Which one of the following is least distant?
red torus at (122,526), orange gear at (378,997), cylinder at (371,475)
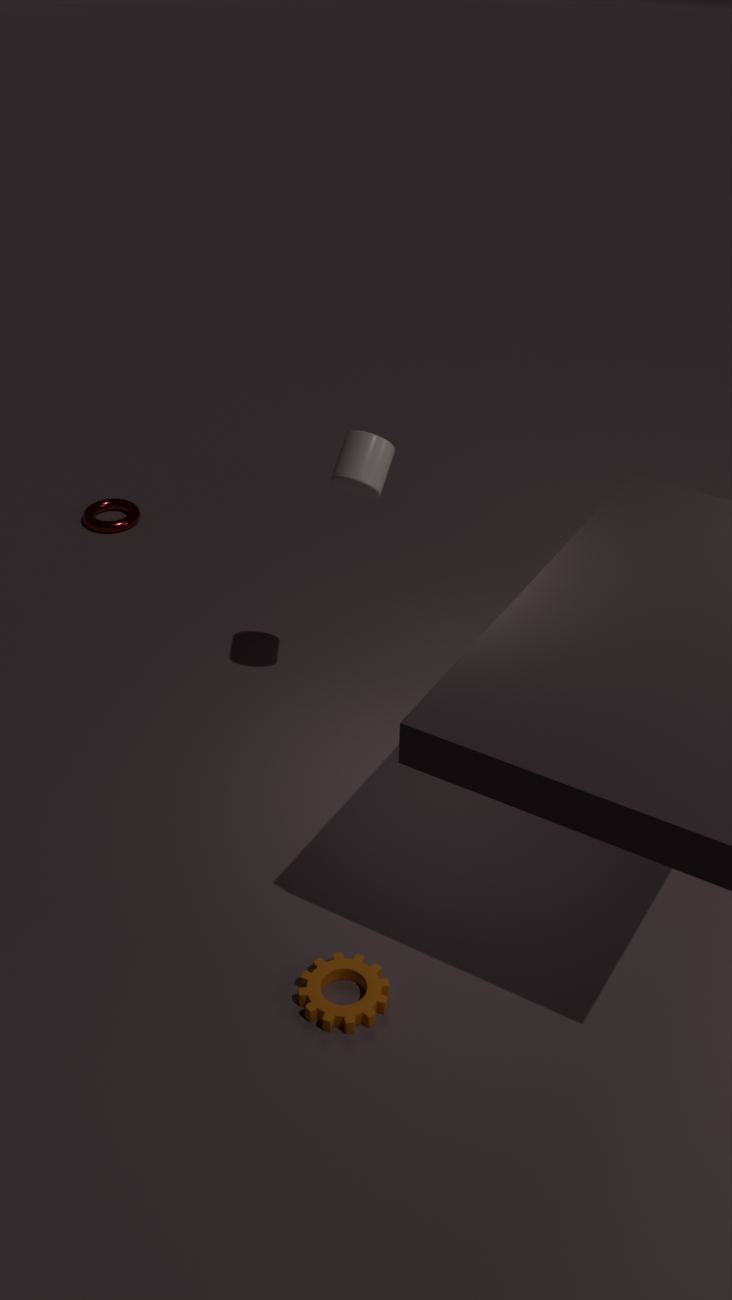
orange gear at (378,997)
